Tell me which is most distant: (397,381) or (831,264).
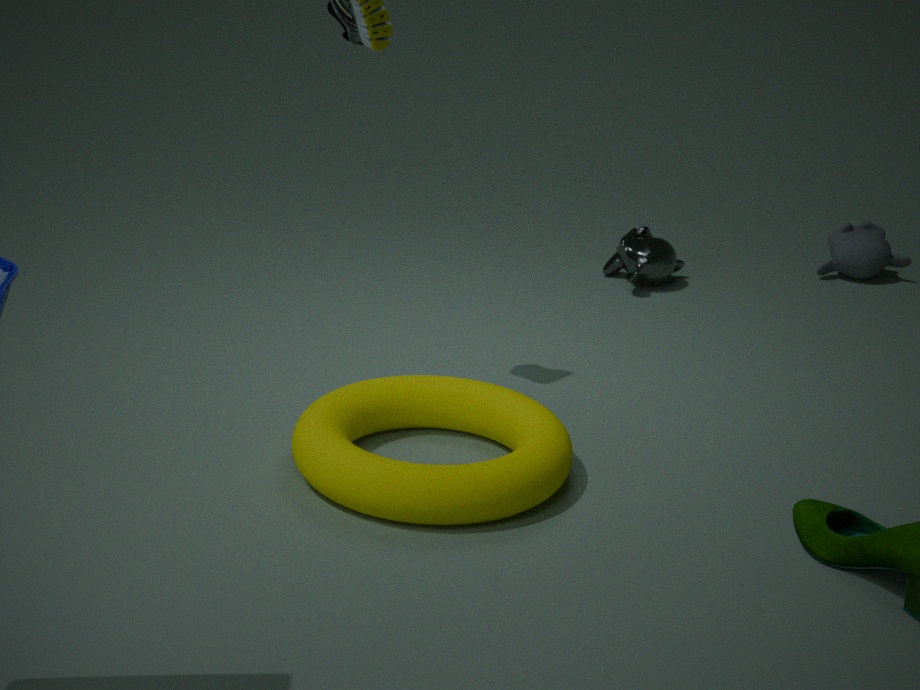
(831,264)
